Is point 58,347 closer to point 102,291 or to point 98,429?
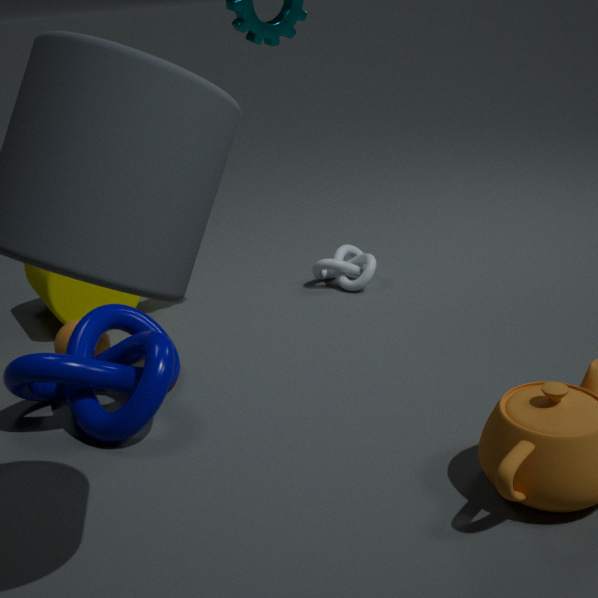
point 98,429
